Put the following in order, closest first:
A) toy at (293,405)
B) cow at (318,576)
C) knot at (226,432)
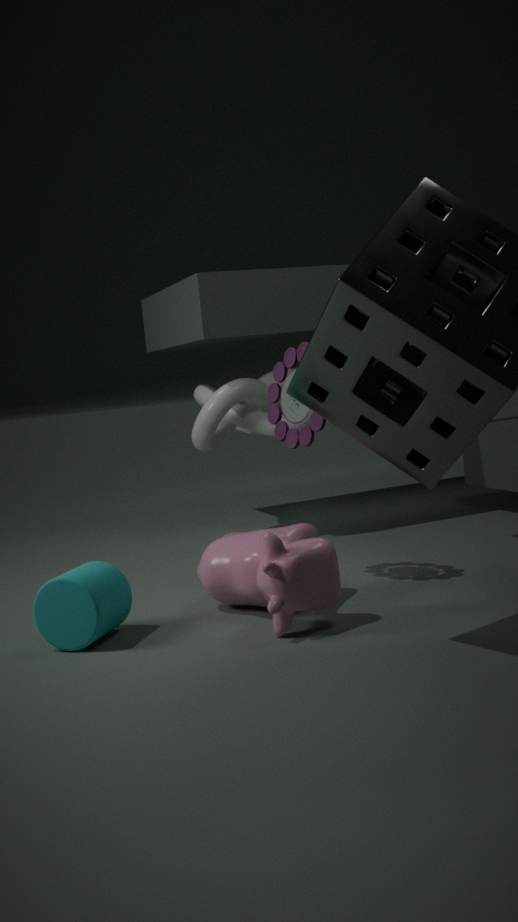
cow at (318,576)
toy at (293,405)
knot at (226,432)
